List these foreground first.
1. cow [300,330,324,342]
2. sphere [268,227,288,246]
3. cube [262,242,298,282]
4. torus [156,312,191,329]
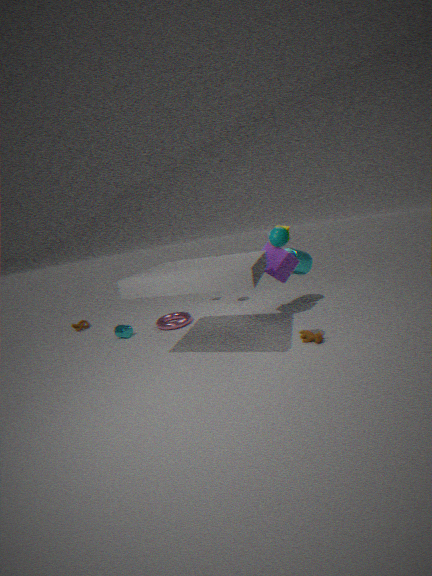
sphere [268,227,288,246]
cow [300,330,324,342]
cube [262,242,298,282]
torus [156,312,191,329]
